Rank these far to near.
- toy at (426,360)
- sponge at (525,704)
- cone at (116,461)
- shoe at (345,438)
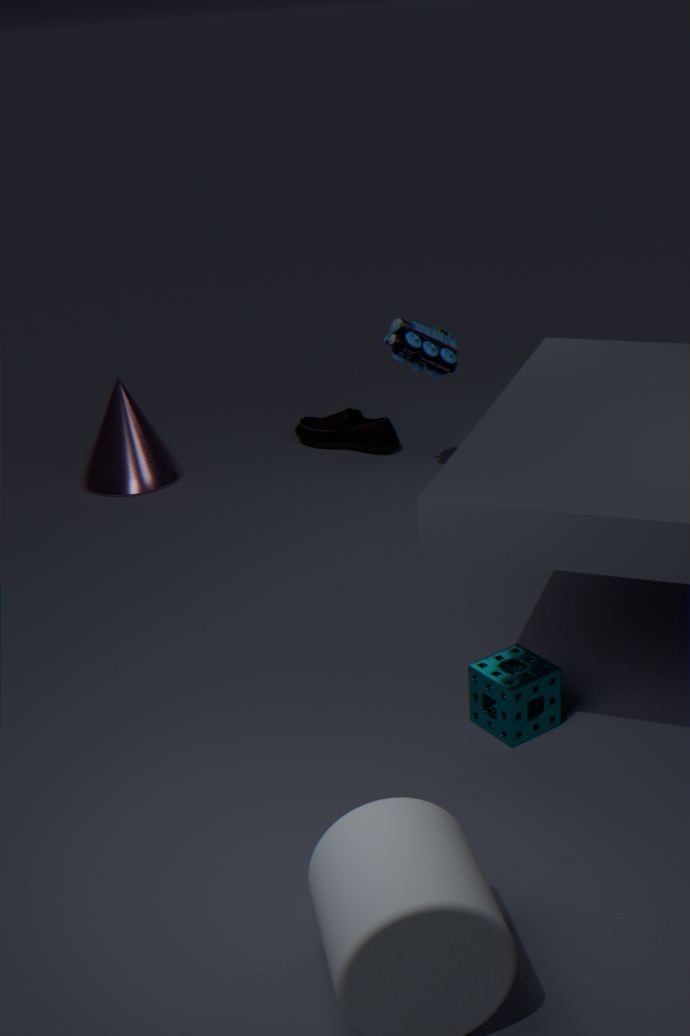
1. shoe at (345,438)
2. cone at (116,461)
3. toy at (426,360)
4. sponge at (525,704)
